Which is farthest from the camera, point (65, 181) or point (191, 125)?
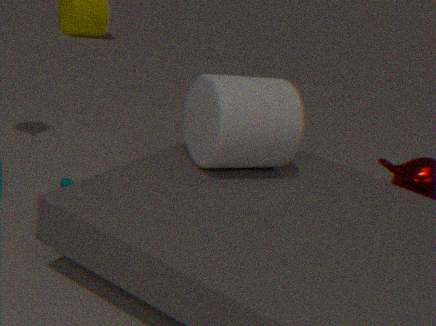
point (191, 125)
